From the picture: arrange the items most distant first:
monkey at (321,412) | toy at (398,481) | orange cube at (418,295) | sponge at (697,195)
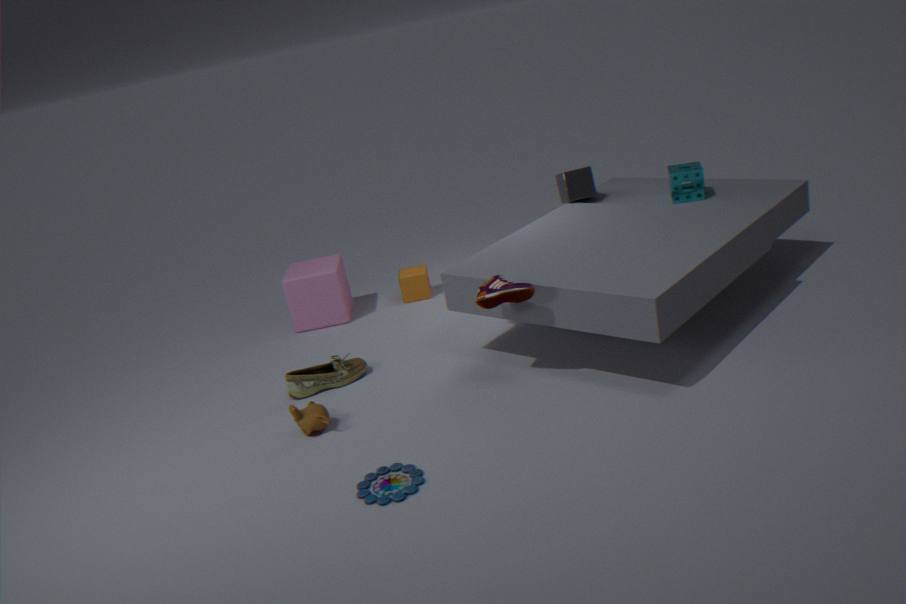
orange cube at (418,295), sponge at (697,195), monkey at (321,412), toy at (398,481)
